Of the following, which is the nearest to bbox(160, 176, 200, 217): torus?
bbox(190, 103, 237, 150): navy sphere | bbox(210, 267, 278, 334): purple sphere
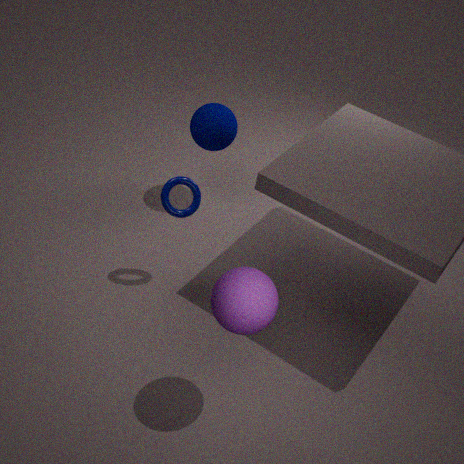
bbox(190, 103, 237, 150): navy sphere
